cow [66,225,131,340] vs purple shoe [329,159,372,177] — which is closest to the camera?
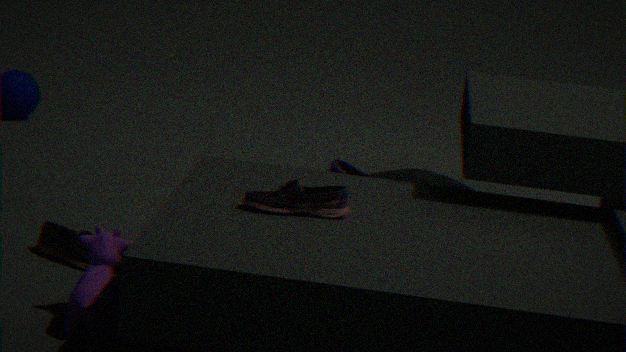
cow [66,225,131,340]
